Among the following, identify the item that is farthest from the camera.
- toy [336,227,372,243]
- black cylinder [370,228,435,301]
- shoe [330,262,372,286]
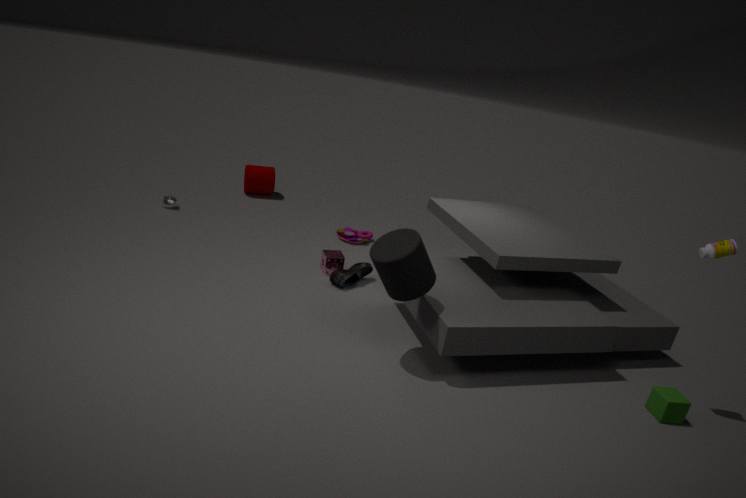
toy [336,227,372,243]
